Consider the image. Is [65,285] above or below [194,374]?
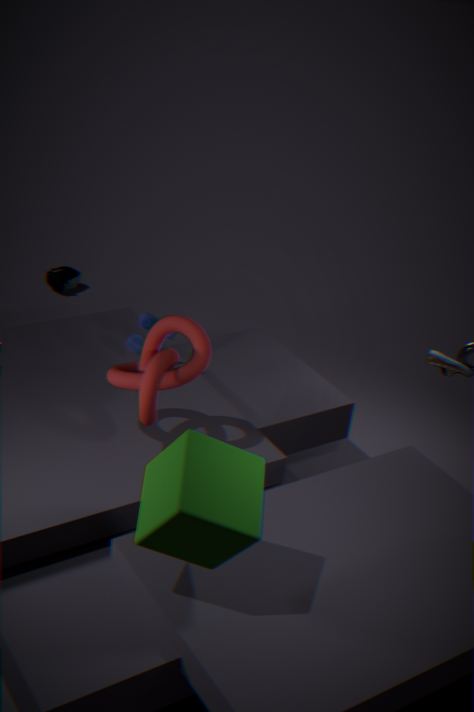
below
